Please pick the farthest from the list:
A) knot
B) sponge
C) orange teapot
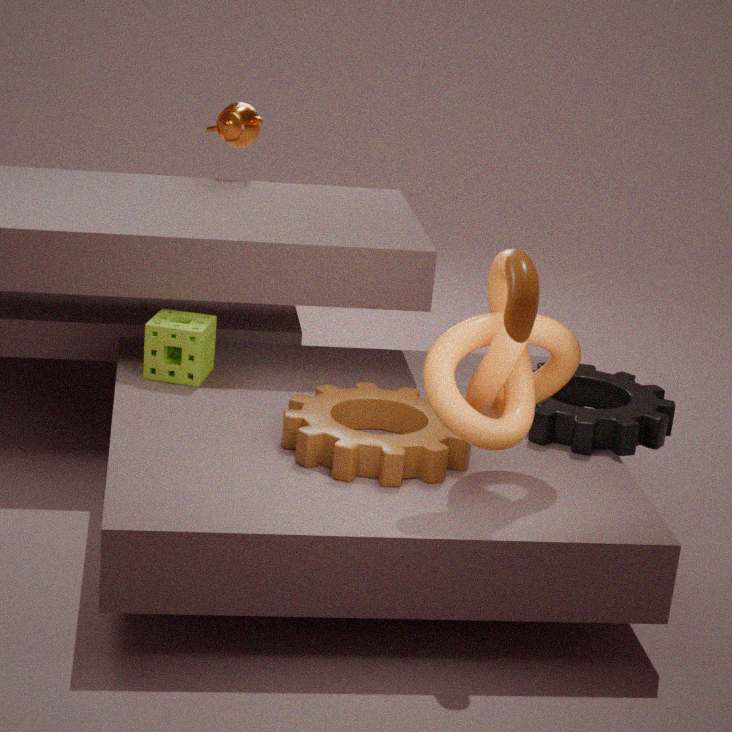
C. orange teapot
